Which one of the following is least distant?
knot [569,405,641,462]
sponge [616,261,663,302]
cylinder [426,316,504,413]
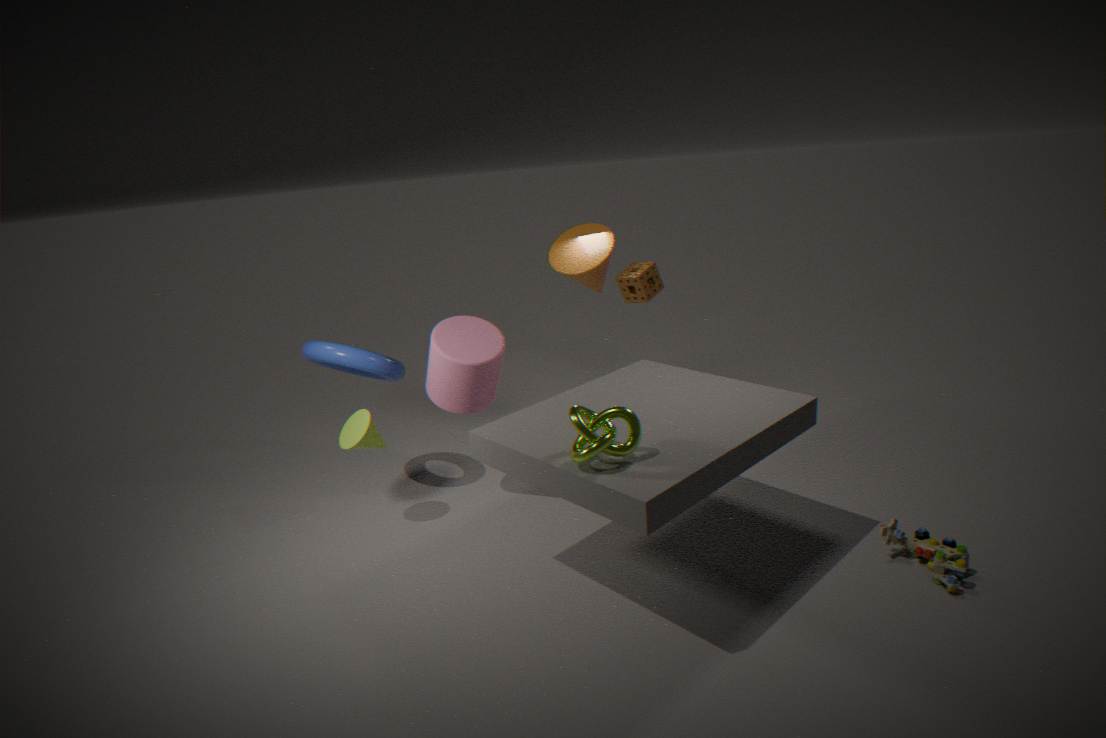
knot [569,405,641,462]
